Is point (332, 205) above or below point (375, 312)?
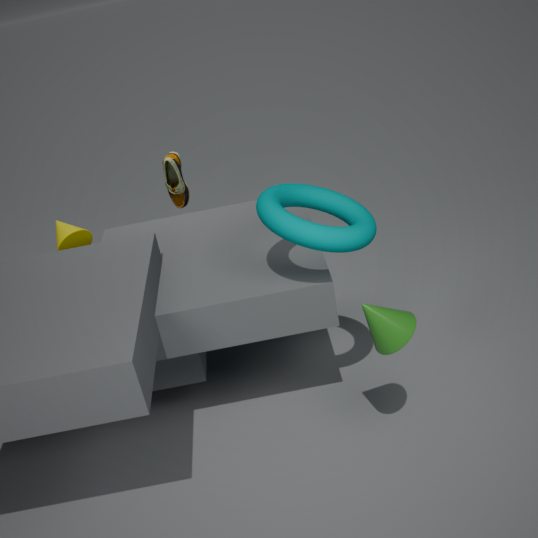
above
